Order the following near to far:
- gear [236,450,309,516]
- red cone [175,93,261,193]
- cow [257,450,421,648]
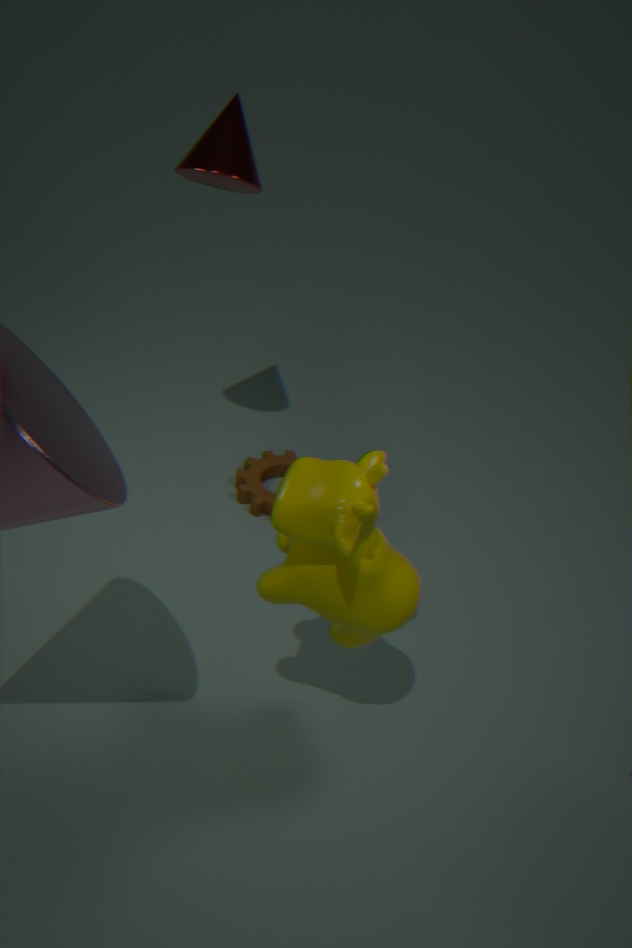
1. cow [257,450,421,648]
2. red cone [175,93,261,193]
3. gear [236,450,309,516]
